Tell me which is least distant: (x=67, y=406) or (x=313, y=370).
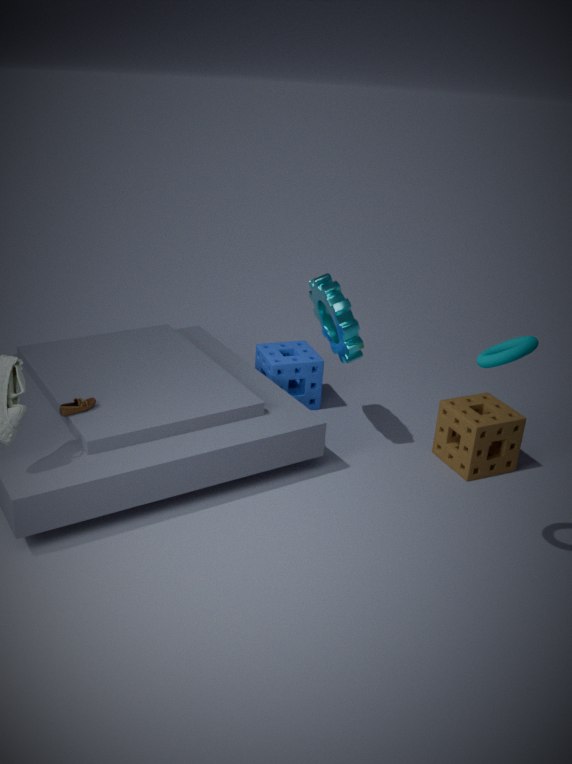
(x=67, y=406)
